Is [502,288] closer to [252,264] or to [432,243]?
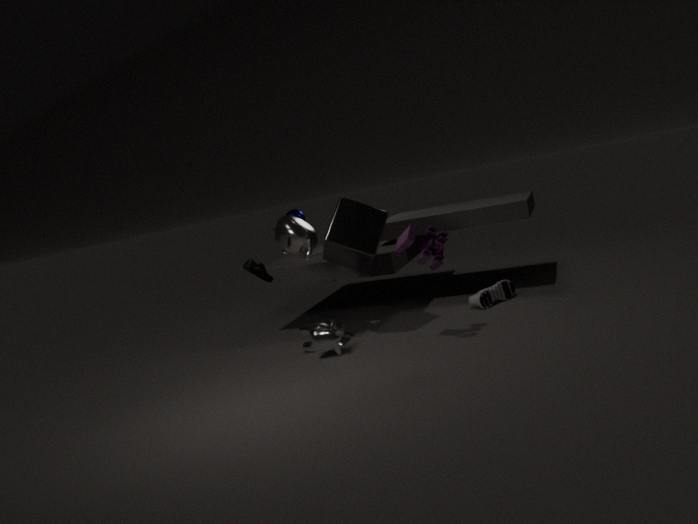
[432,243]
